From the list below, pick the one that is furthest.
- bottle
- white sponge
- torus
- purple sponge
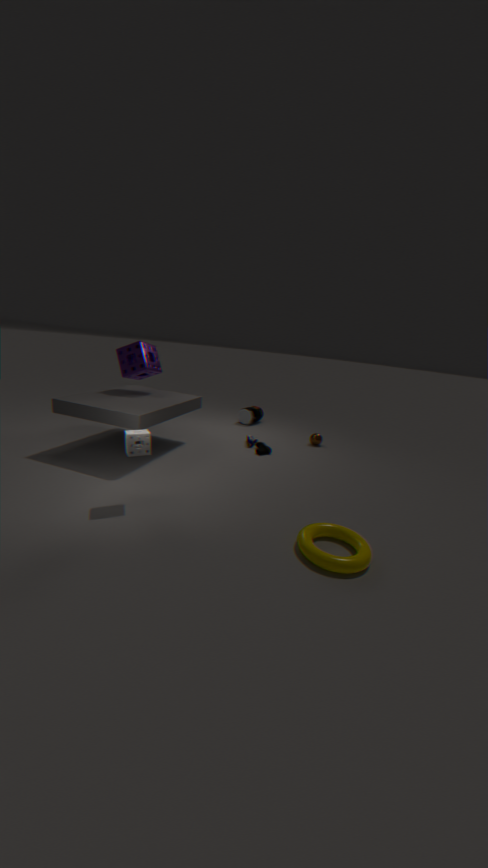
bottle
